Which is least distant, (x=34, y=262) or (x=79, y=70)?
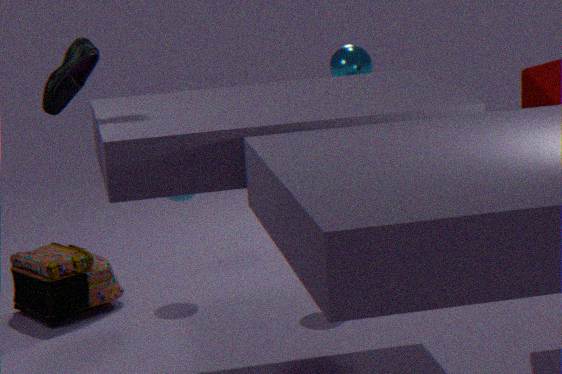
(x=79, y=70)
